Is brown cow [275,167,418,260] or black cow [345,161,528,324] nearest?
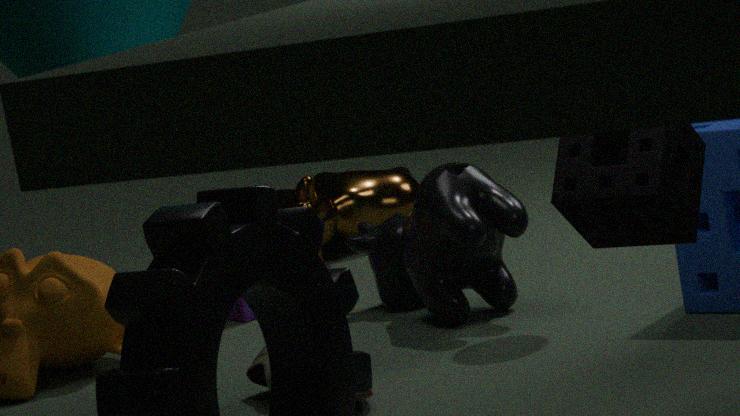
black cow [345,161,528,324]
